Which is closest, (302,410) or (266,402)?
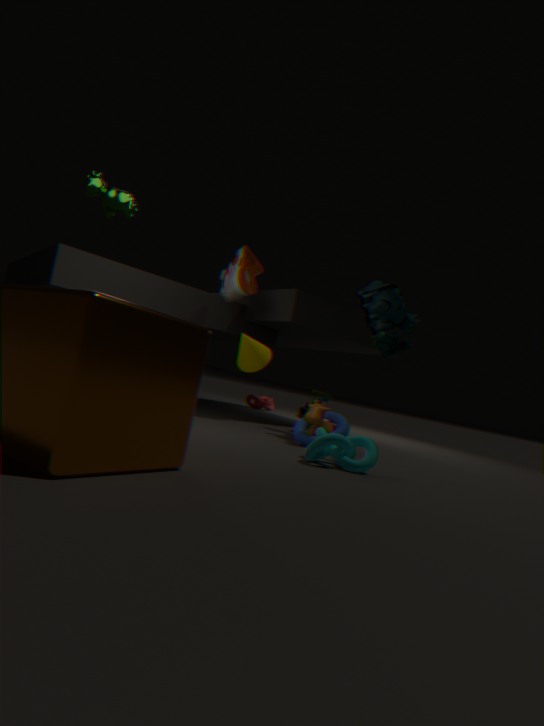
(302,410)
